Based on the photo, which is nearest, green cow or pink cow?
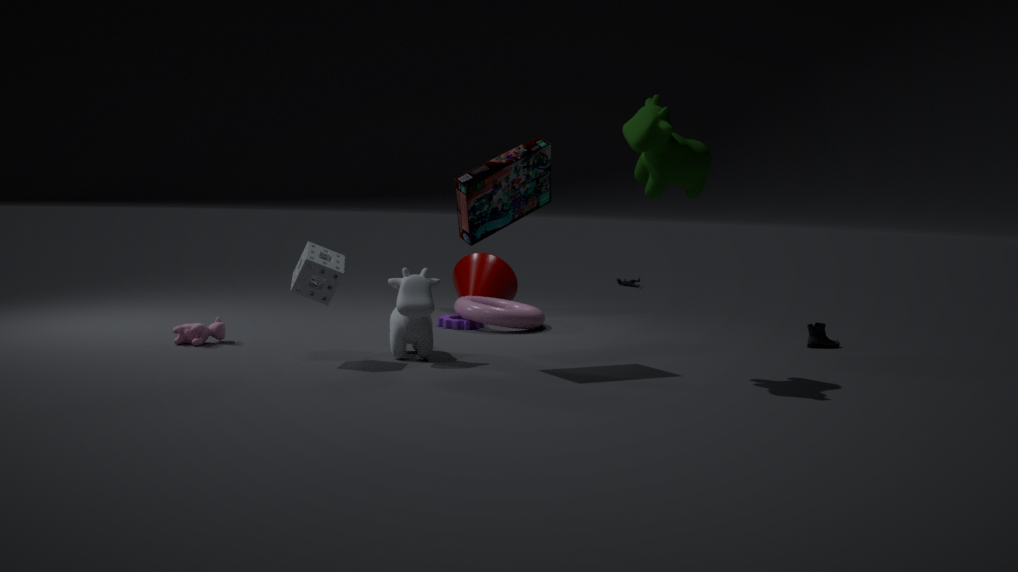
green cow
